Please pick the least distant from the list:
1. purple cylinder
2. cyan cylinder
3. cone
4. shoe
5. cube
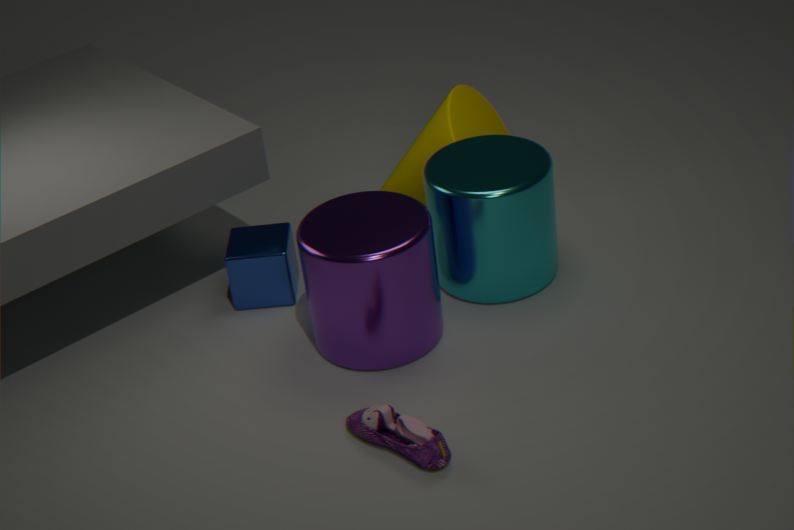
shoe
